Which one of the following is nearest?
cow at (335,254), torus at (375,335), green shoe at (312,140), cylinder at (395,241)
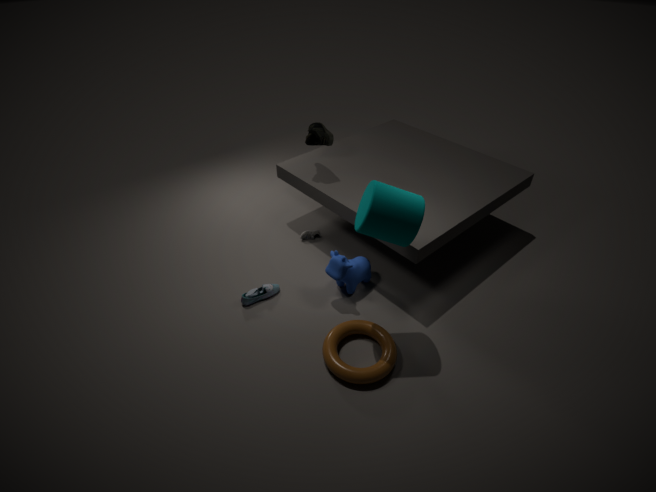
cylinder at (395,241)
